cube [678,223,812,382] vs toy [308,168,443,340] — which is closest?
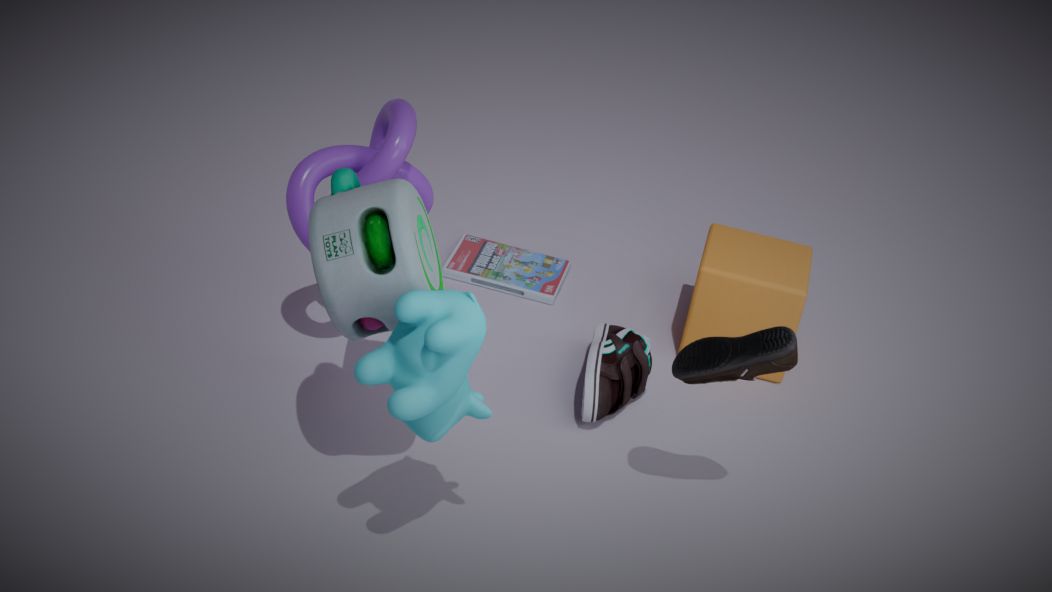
toy [308,168,443,340]
